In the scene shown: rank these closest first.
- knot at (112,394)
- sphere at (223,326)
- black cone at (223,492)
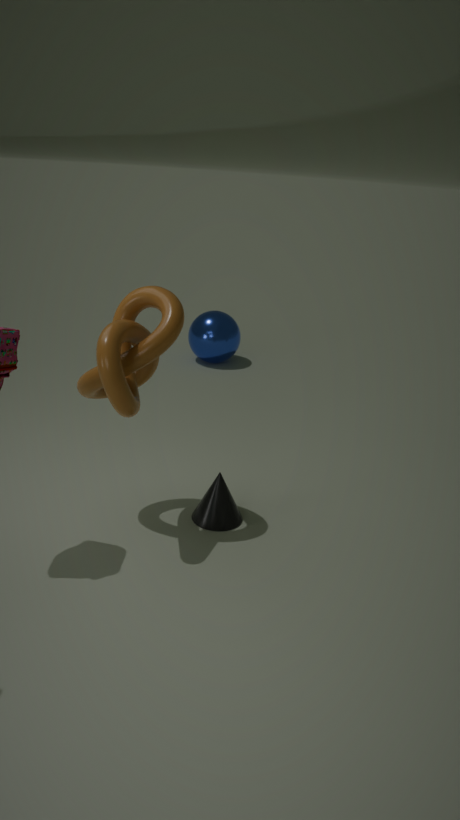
knot at (112,394)
black cone at (223,492)
sphere at (223,326)
